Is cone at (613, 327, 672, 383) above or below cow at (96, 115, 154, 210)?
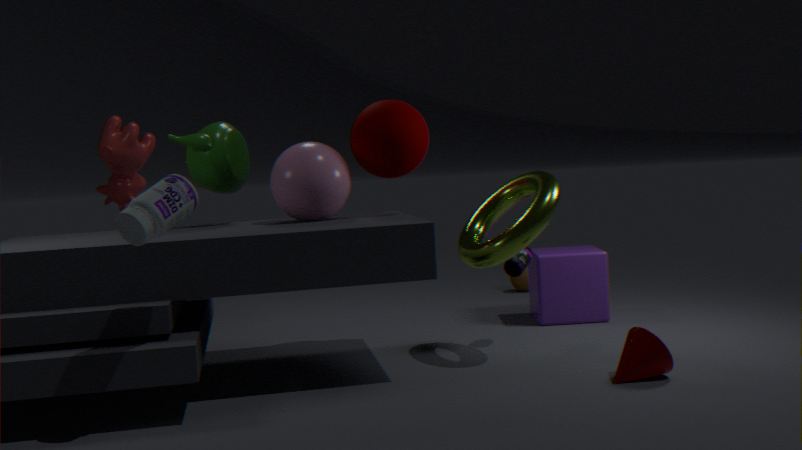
below
